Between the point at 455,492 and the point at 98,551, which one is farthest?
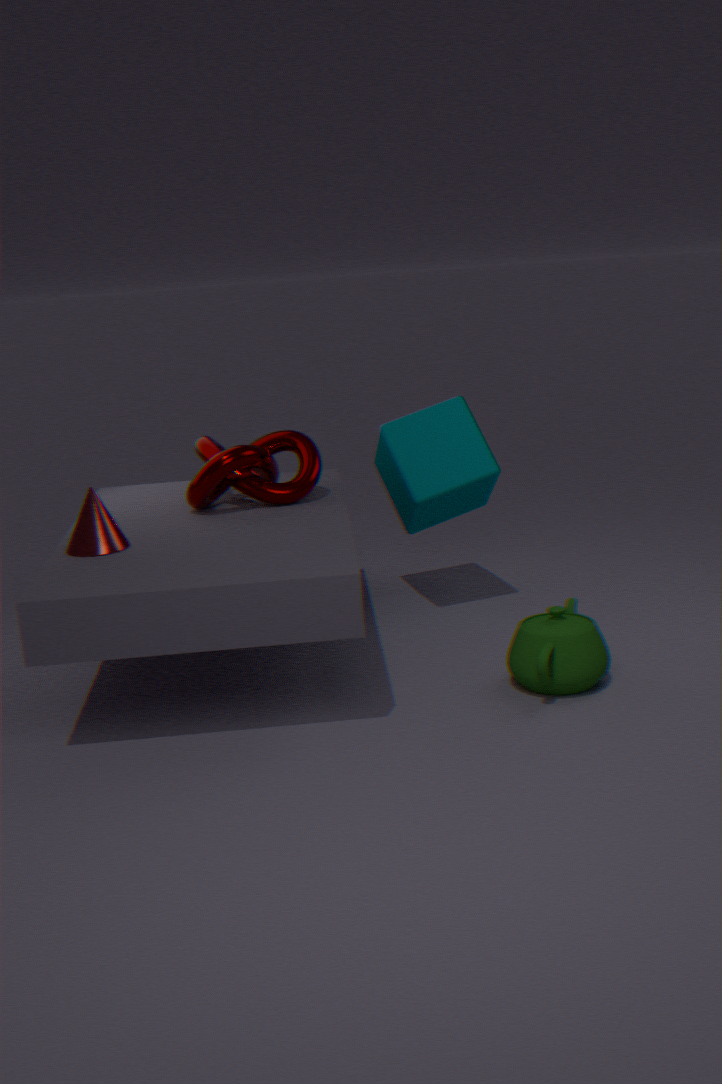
the point at 455,492
